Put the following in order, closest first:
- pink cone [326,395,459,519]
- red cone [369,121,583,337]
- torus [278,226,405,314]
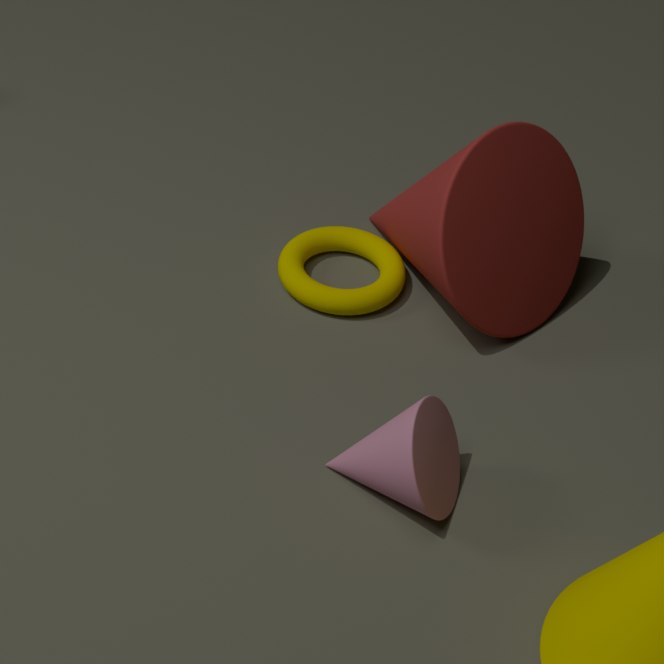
pink cone [326,395,459,519] < red cone [369,121,583,337] < torus [278,226,405,314]
